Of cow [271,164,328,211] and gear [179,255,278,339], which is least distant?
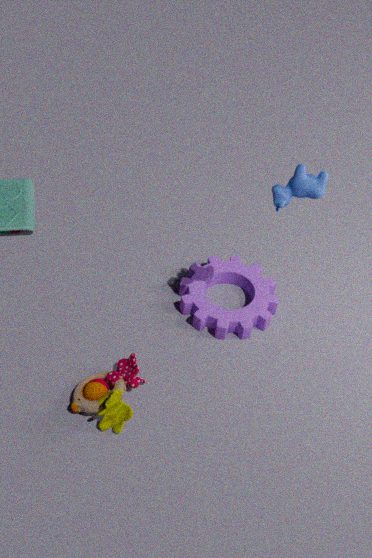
cow [271,164,328,211]
